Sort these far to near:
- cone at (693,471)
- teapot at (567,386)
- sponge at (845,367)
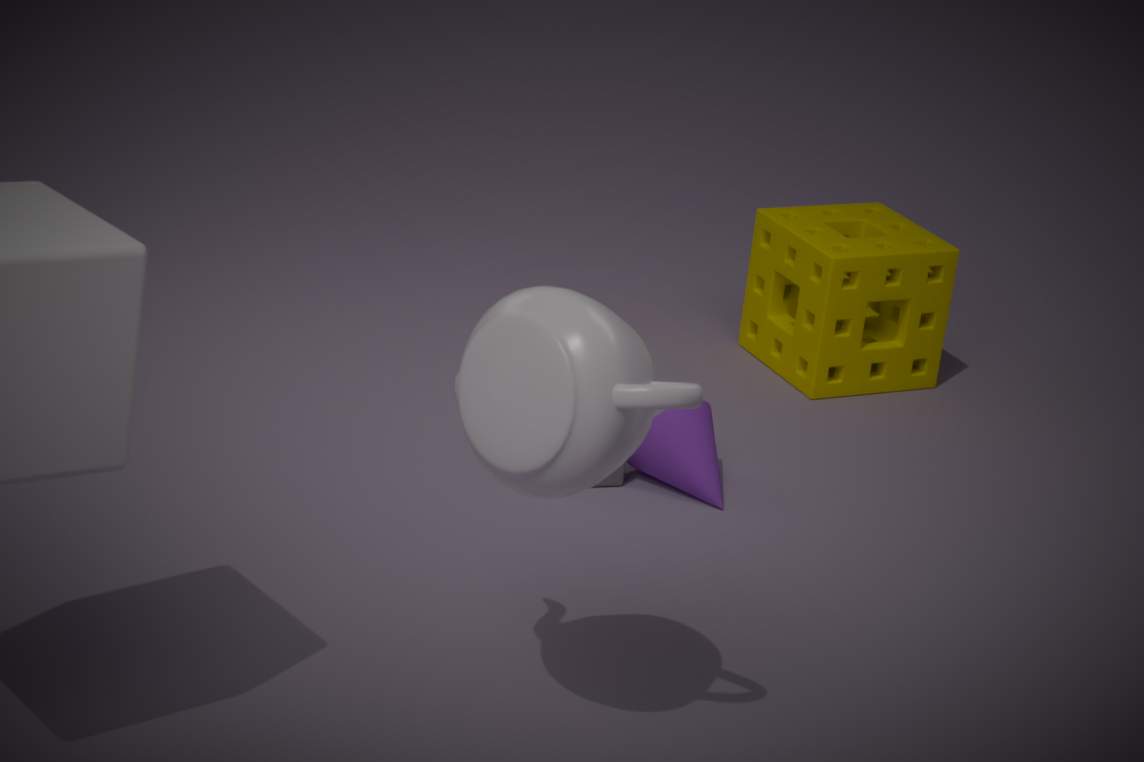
sponge at (845,367), cone at (693,471), teapot at (567,386)
